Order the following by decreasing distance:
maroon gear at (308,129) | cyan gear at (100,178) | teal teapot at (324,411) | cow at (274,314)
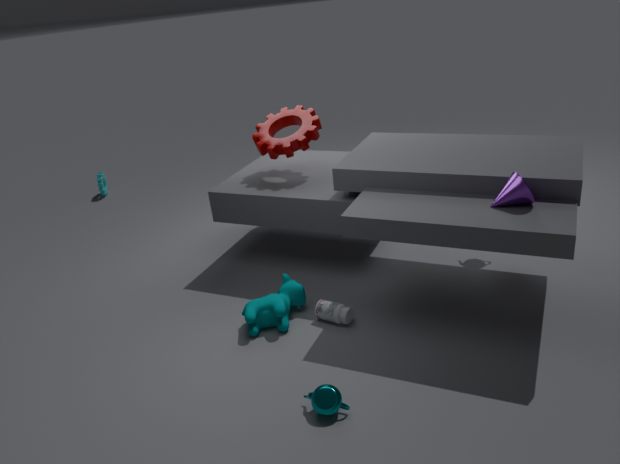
cyan gear at (100,178) → maroon gear at (308,129) → cow at (274,314) → teal teapot at (324,411)
